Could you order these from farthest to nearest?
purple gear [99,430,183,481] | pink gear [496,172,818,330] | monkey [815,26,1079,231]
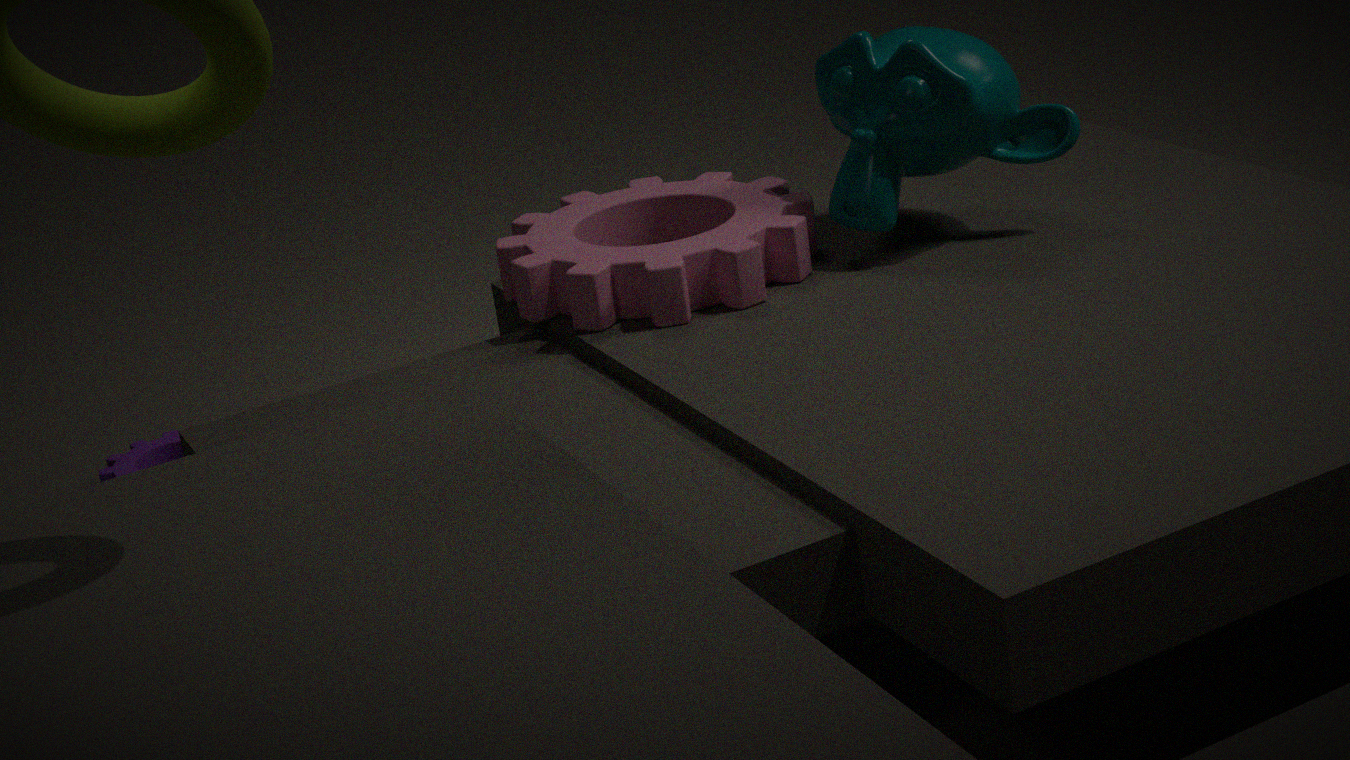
purple gear [99,430,183,481], monkey [815,26,1079,231], pink gear [496,172,818,330]
